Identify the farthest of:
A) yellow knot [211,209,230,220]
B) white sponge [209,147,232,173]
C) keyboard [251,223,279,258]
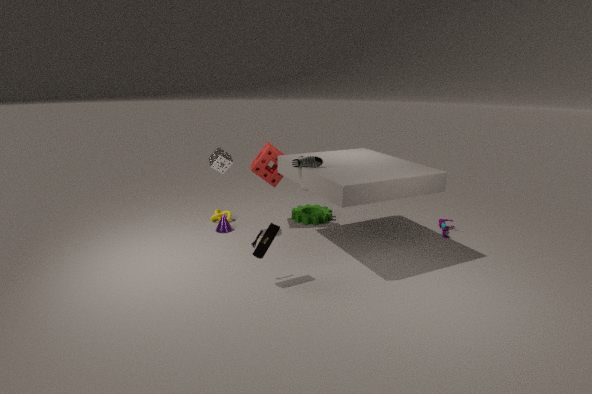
yellow knot [211,209,230,220]
